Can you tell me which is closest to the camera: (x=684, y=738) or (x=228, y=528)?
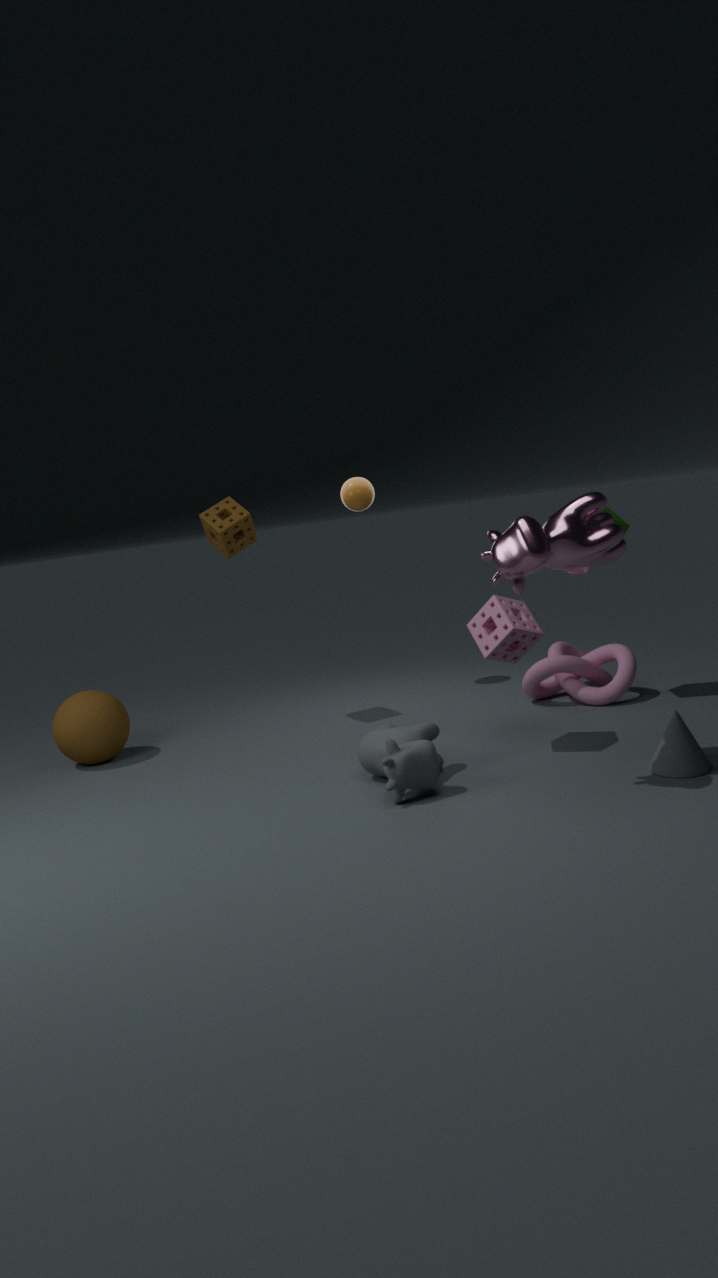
(x=684, y=738)
